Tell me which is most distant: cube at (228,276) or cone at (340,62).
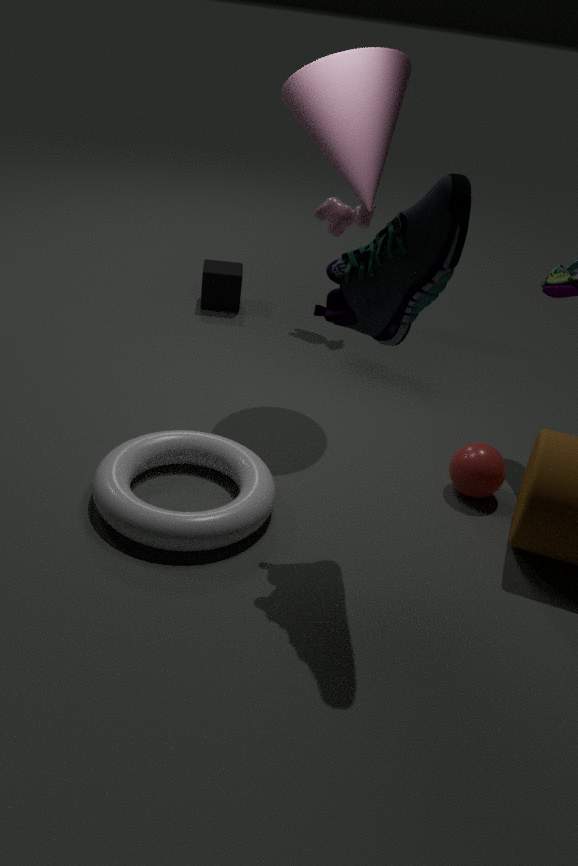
cube at (228,276)
